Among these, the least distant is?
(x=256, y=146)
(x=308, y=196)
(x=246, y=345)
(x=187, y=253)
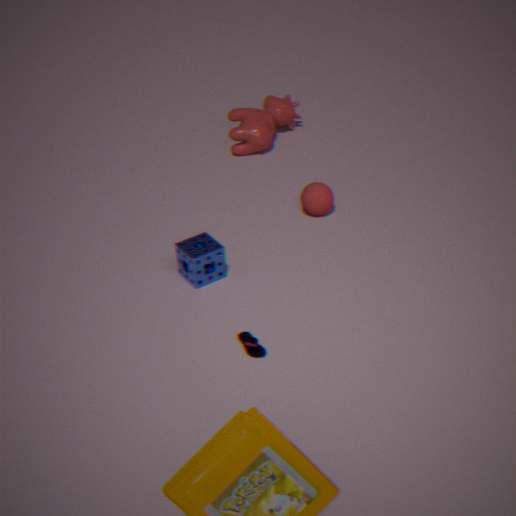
(x=246, y=345)
